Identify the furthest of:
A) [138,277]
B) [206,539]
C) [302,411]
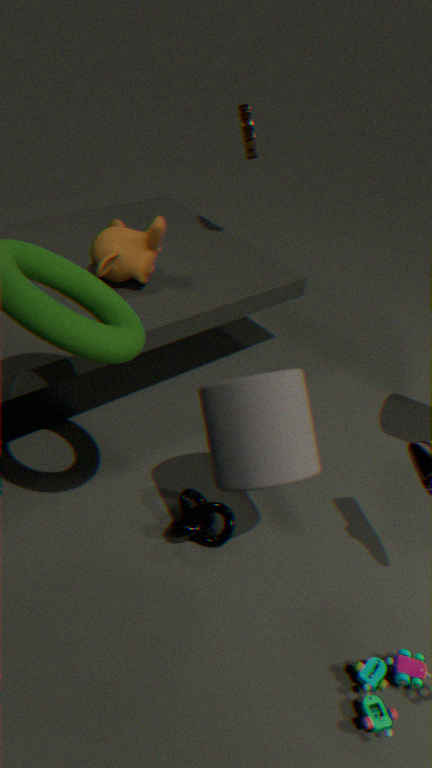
[138,277]
